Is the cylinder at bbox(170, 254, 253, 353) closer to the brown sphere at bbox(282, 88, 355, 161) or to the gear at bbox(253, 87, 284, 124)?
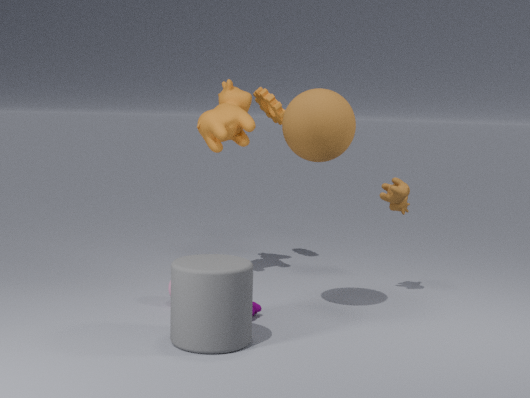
the brown sphere at bbox(282, 88, 355, 161)
